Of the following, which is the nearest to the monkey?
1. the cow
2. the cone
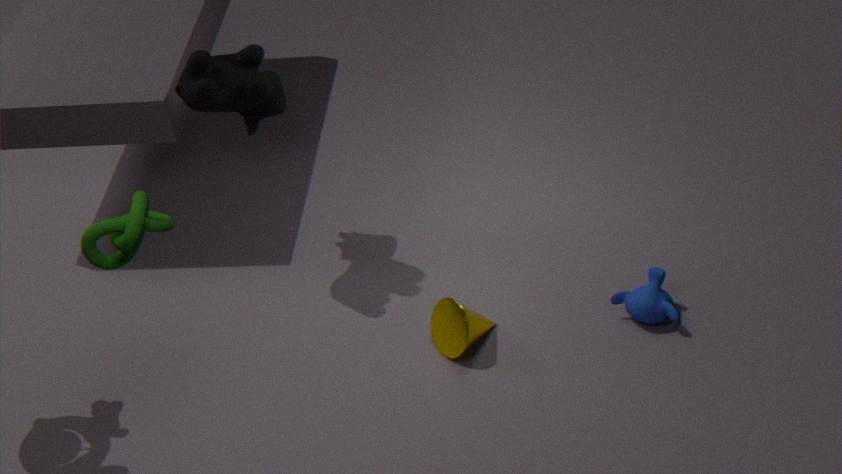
the cone
